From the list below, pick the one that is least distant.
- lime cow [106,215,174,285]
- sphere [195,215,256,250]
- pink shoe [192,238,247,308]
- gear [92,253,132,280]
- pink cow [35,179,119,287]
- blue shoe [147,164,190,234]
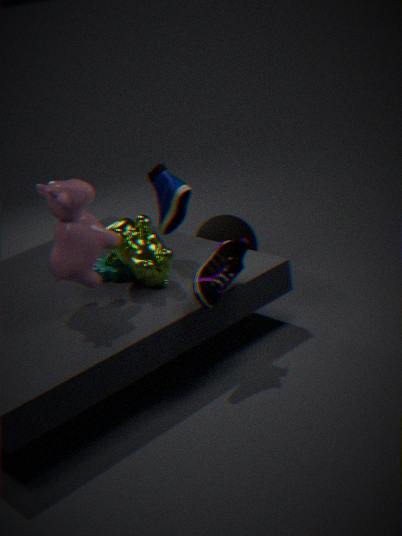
pink cow [35,179,119,287]
